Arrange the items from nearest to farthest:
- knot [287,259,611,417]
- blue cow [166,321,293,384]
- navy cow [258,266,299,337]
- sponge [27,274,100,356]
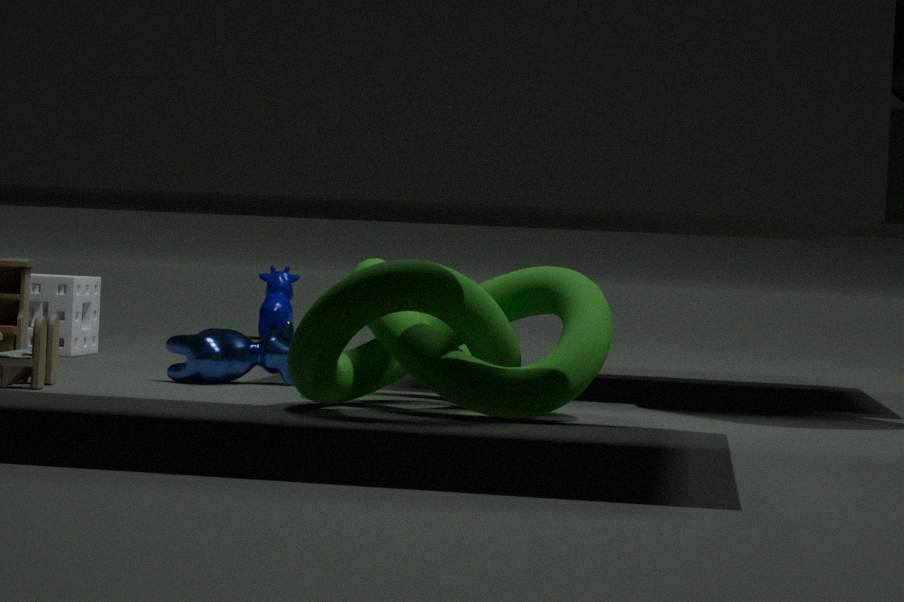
knot [287,259,611,417] < blue cow [166,321,293,384] < sponge [27,274,100,356] < navy cow [258,266,299,337]
